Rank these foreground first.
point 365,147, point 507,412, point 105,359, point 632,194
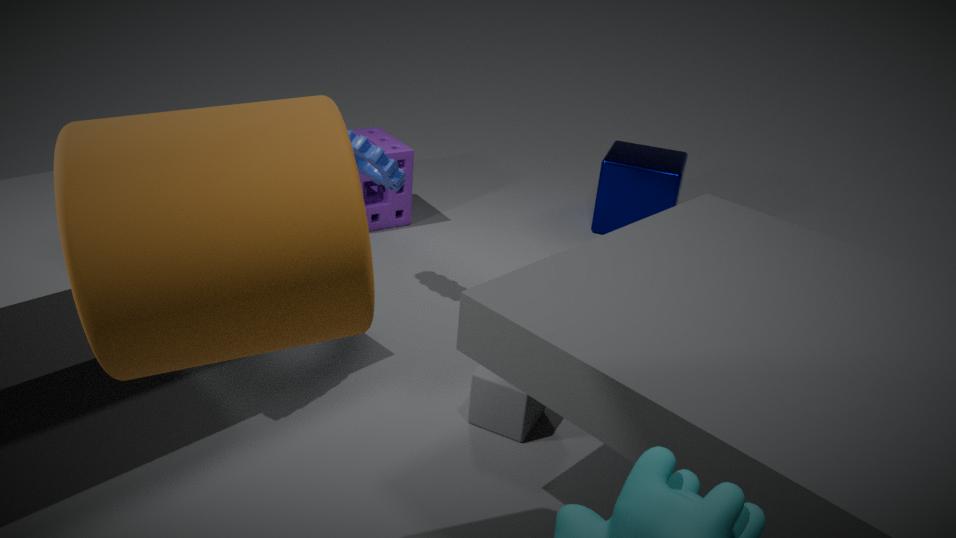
point 105,359 < point 507,412 < point 365,147 < point 632,194
